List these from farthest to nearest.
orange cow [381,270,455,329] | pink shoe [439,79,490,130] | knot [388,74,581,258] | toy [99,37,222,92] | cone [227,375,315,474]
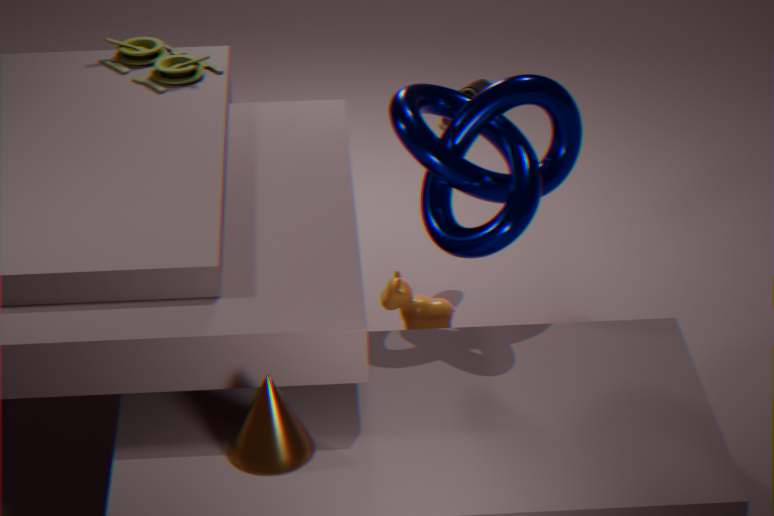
toy [99,37,222,92]
pink shoe [439,79,490,130]
orange cow [381,270,455,329]
knot [388,74,581,258]
cone [227,375,315,474]
